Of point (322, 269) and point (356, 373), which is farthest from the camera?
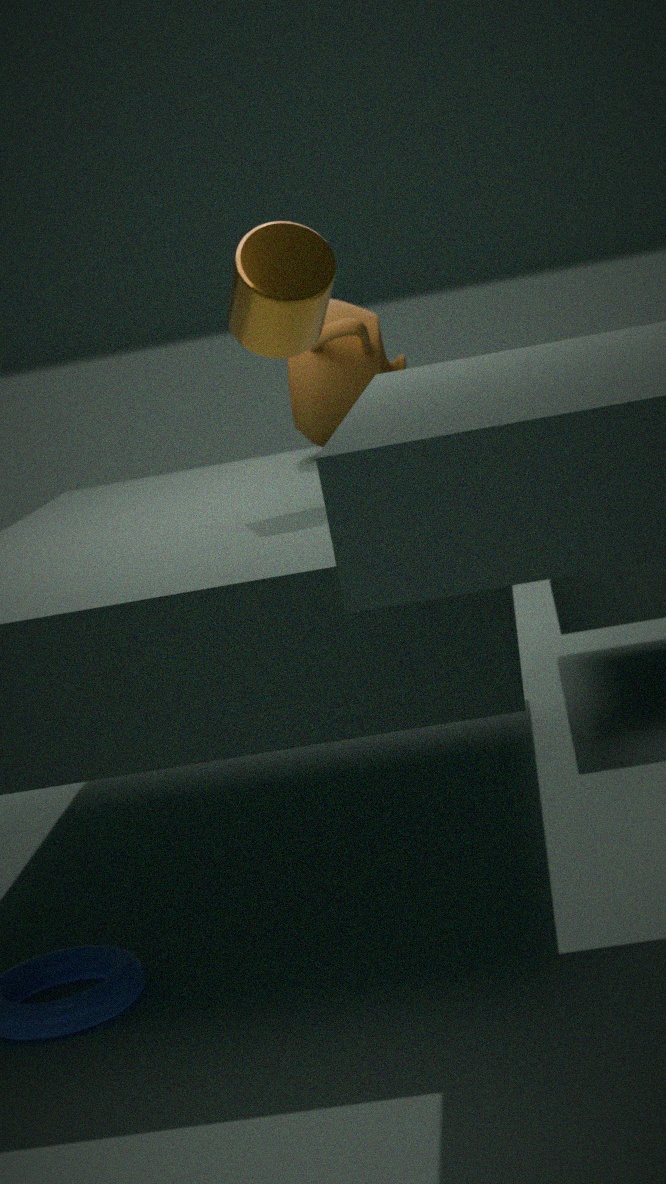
point (356, 373)
